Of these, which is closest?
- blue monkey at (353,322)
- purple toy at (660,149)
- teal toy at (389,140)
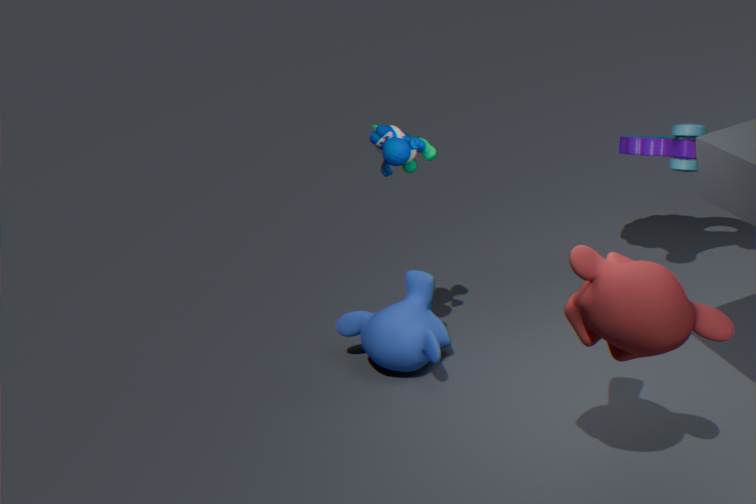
teal toy at (389,140)
